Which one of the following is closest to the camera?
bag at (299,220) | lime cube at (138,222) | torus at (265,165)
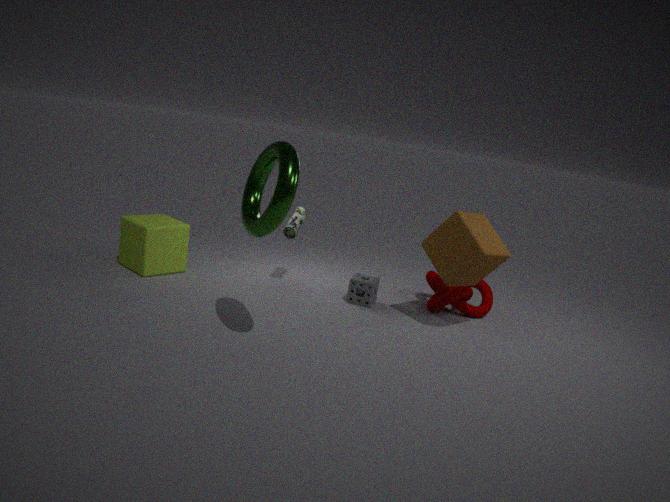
torus at (265,165)
